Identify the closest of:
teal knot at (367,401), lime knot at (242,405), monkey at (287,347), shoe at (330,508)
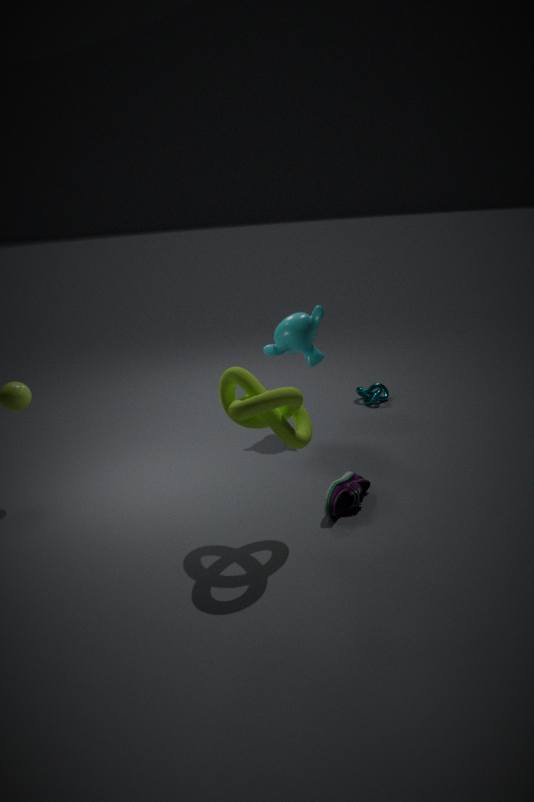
lime knot at (242,405)
